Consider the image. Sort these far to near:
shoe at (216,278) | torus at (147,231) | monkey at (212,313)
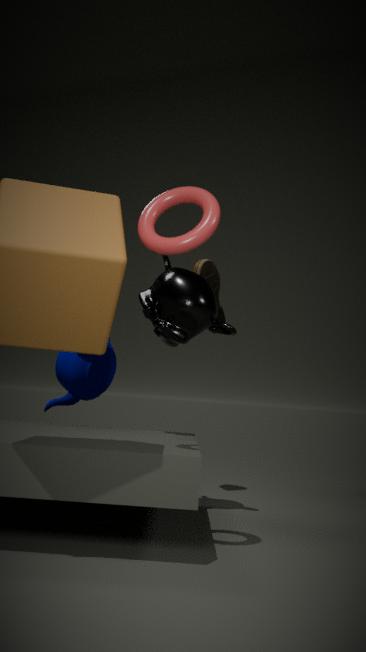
1. shoe at (216,278)
2. monkey at (212,313)
3. torus at (147,231)
